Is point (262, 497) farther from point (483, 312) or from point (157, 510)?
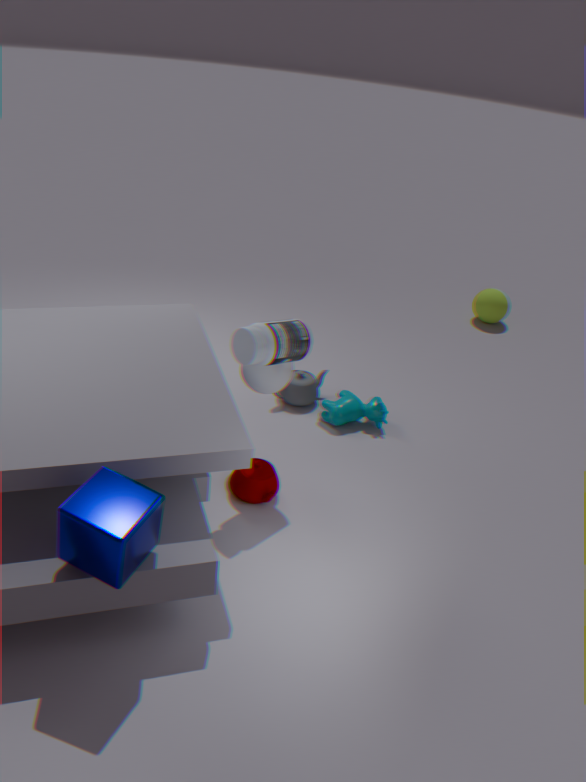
point (483, 312)
